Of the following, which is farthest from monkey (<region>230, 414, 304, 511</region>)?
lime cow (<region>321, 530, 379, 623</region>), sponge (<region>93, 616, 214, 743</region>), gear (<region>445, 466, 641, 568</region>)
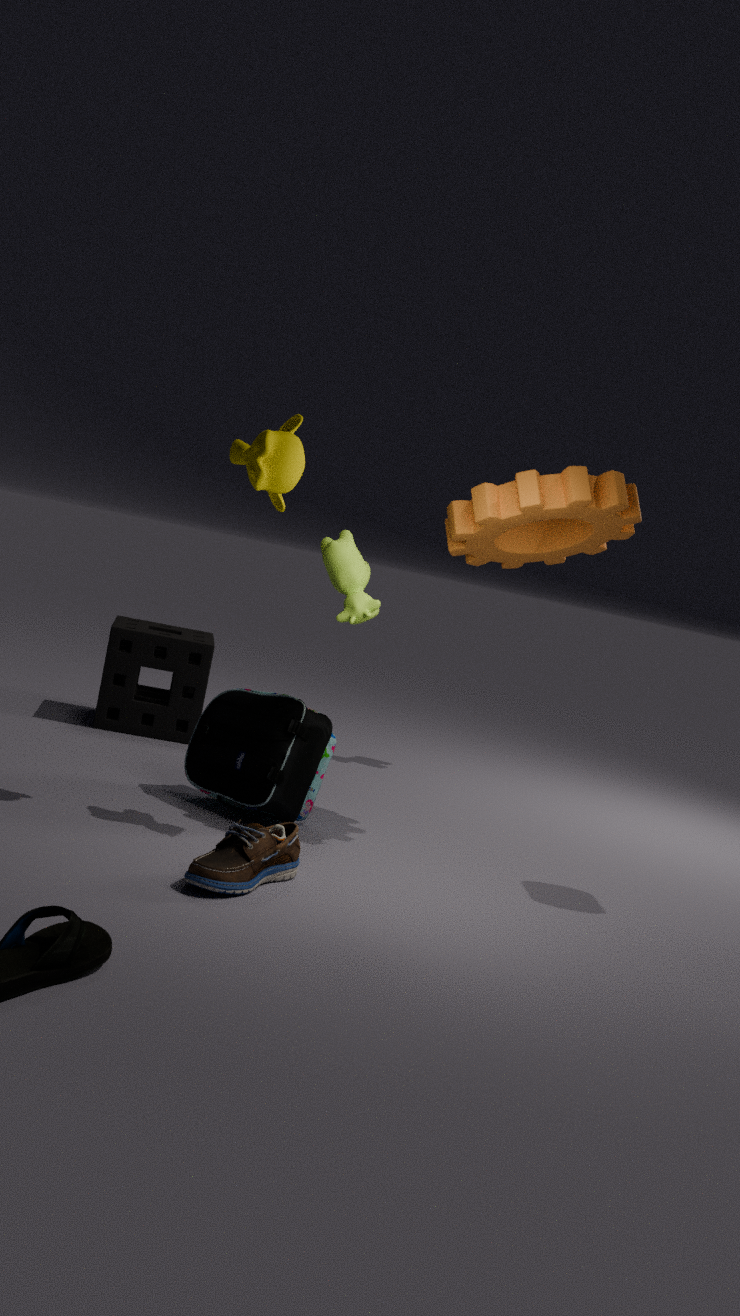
sponge (<region>93, 616, 214, 743</region>)
